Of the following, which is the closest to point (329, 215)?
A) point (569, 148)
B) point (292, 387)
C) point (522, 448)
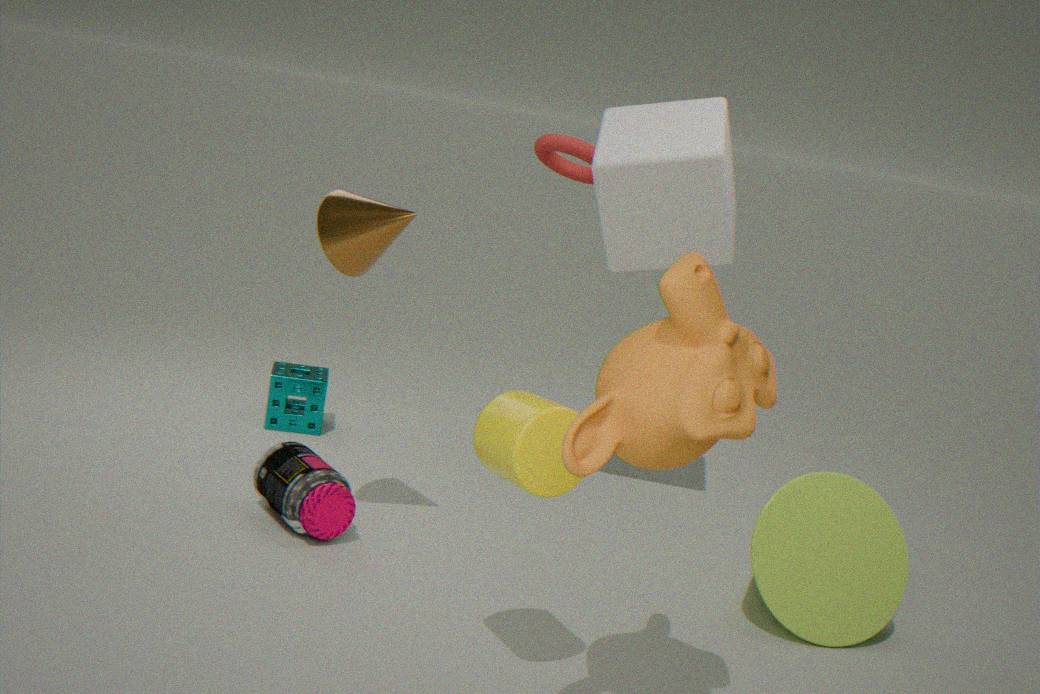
point (522, 448)
